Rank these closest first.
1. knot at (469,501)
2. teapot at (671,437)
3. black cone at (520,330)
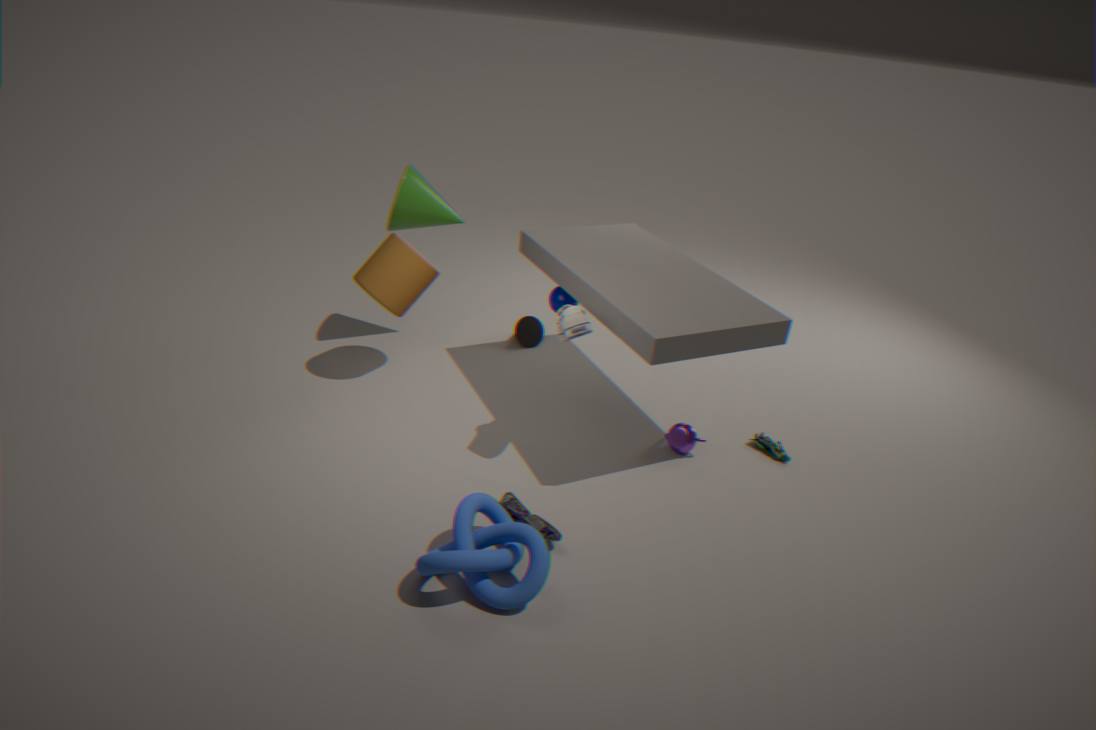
knot at (469,501)
teapot at (671,437)
black cone at (520,330)
